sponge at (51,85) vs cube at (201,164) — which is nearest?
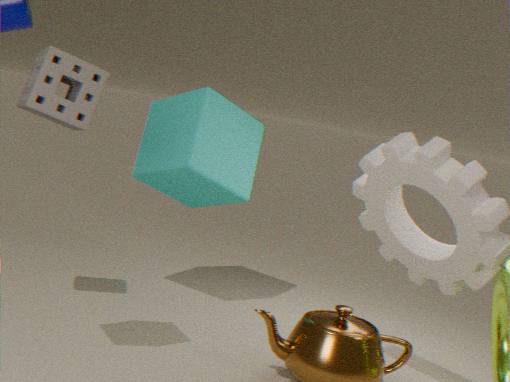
sponge at (51,85)
